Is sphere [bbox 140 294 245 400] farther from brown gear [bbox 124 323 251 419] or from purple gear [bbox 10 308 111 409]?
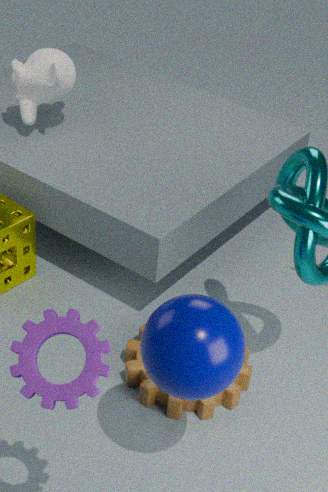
purple gear [bbox 10 308 111 409]
